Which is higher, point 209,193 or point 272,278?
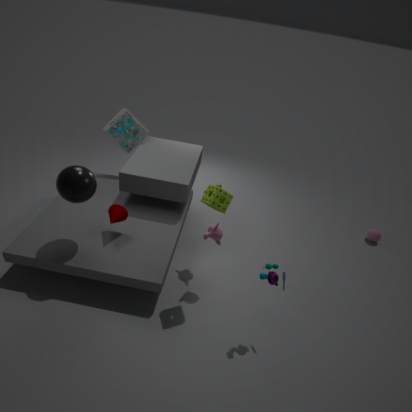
point 209,193
